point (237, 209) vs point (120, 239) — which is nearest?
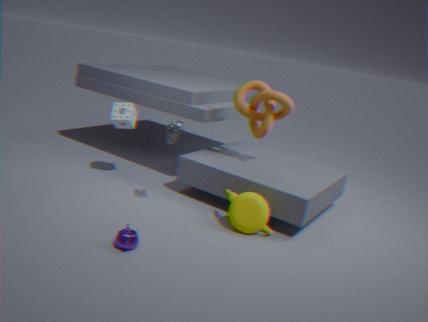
point (120, 239)
